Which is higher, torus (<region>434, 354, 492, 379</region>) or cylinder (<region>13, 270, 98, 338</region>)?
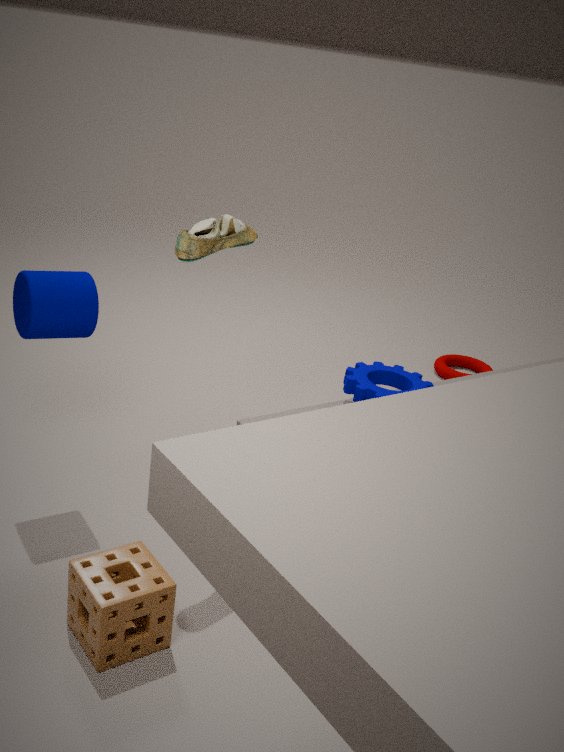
cylinder (<region>13, 270, 98, 338</region>)
